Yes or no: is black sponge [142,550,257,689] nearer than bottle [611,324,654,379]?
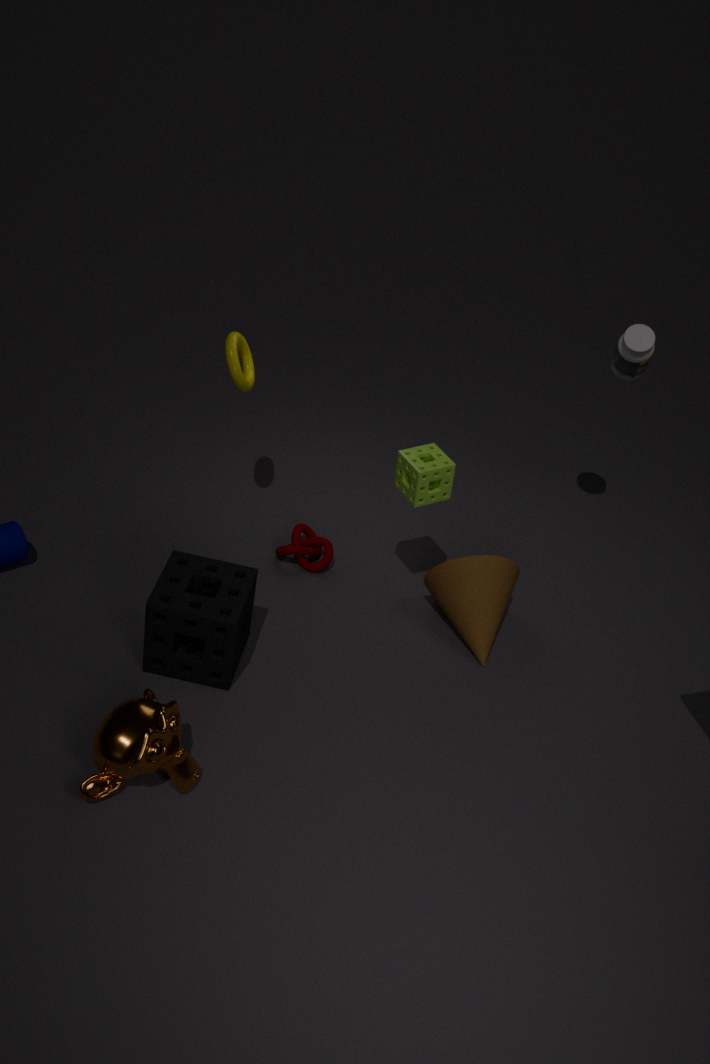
Yes
